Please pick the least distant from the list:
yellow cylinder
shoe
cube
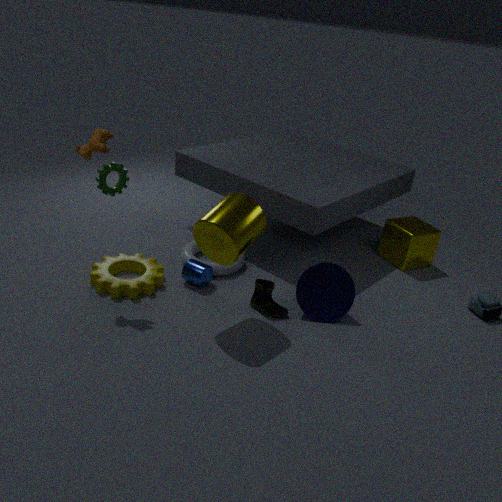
yellow cylinder
